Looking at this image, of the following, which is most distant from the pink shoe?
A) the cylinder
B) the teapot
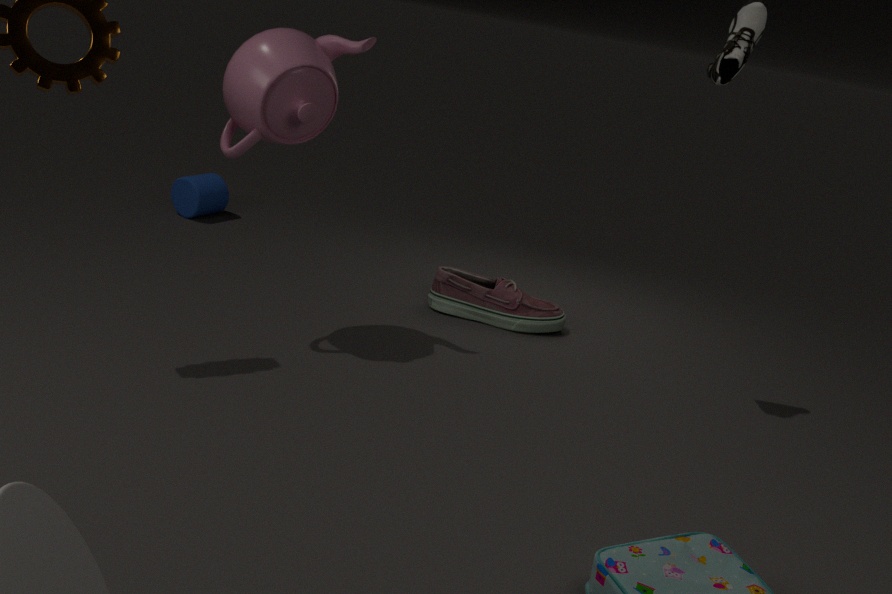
the cylinder
